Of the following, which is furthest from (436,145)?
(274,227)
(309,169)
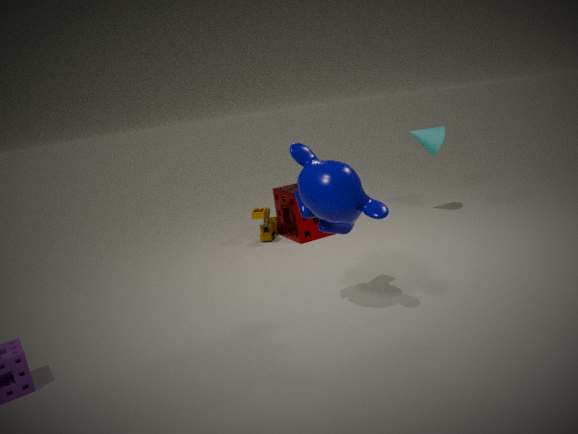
(309,169)
